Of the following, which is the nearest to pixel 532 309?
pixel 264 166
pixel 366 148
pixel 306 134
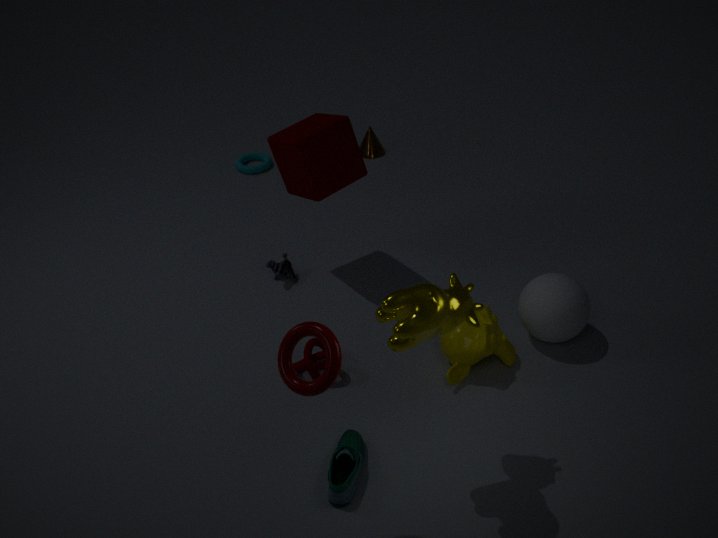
pixel 306 134
